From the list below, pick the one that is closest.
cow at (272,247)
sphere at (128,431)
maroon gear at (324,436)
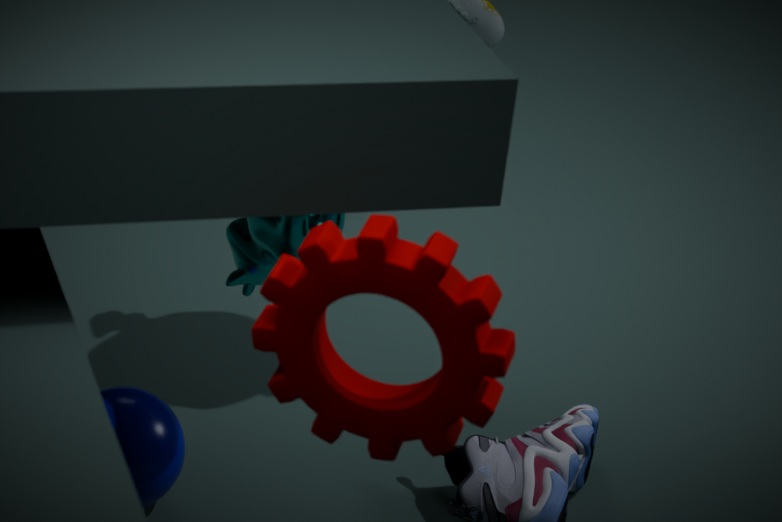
maroon gear at (324,436)
